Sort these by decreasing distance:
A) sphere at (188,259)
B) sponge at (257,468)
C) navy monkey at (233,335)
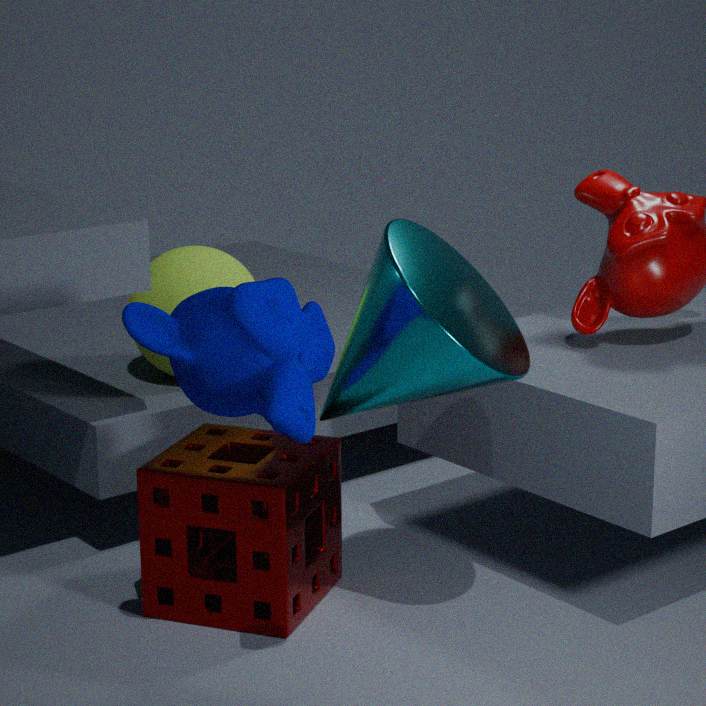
sphere at (188,259) → sponge at (257,468) → navy monkey at (233,335)
